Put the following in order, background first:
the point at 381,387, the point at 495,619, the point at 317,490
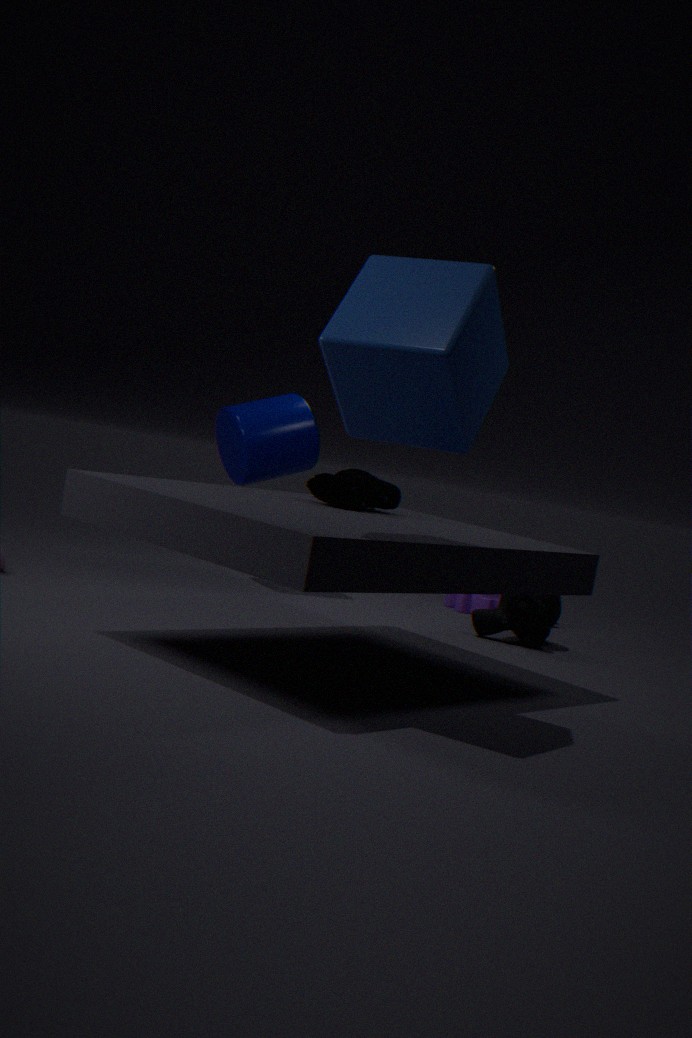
1. the point at 495,619
2. the point at 317,490
3. the point at 381,387
